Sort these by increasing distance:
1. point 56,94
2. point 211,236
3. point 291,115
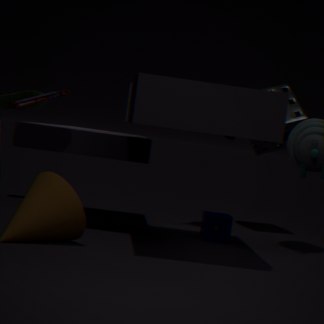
point 56,94, point 211,236, point 291,115
